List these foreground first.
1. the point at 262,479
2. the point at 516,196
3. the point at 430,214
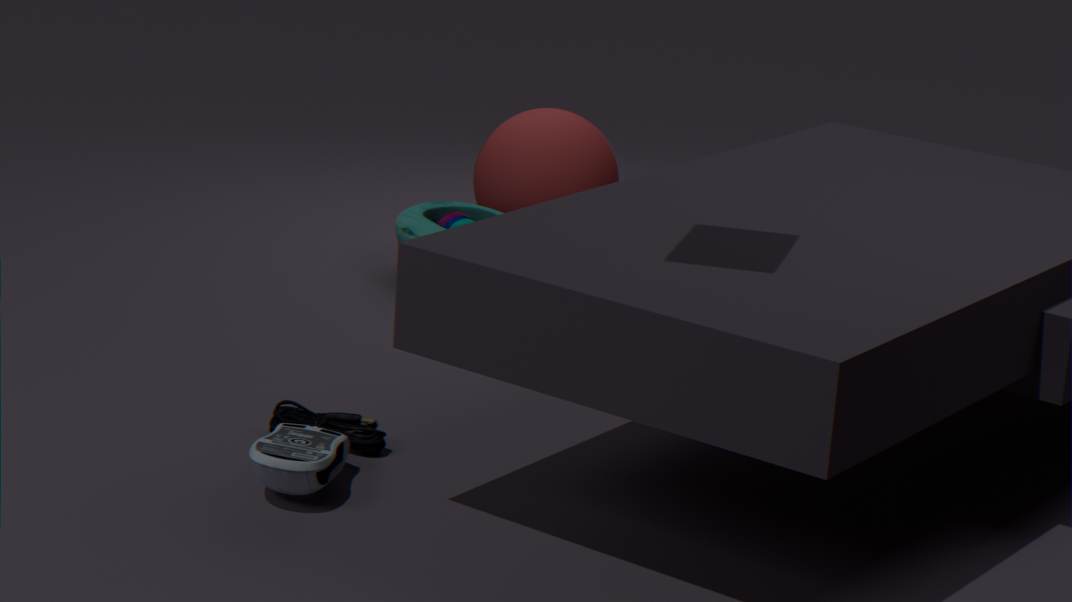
the point at 262,479
the point at 430,214
the point at 516,196
